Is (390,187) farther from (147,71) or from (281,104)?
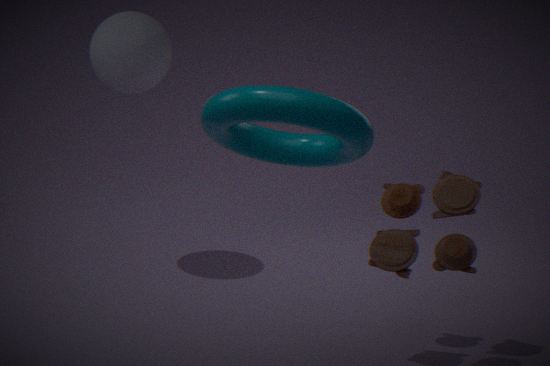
(147,71)
